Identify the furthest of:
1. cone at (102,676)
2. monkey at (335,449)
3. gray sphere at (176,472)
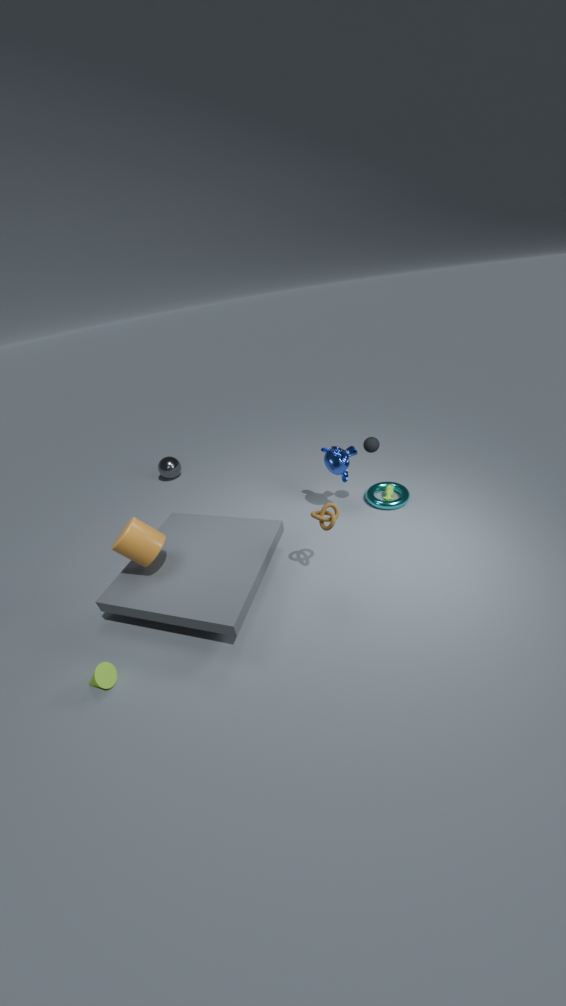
gray sphere at (176,472)
